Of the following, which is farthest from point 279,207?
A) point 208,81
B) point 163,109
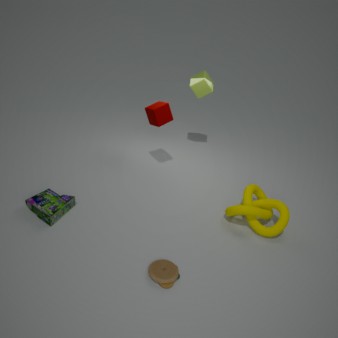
point 208,81
